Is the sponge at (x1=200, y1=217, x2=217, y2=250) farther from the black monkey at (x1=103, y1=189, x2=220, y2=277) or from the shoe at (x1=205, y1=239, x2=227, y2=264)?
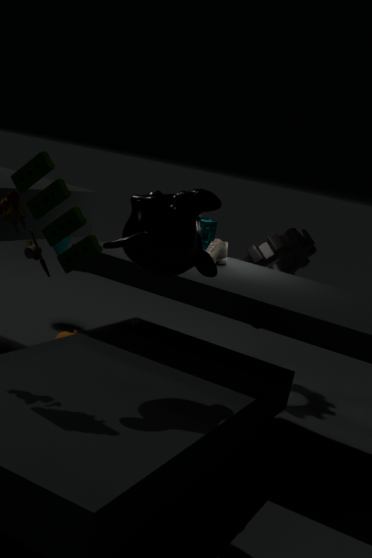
the black monkey at (x1=103, y1=189, x2=220, y2=277)
